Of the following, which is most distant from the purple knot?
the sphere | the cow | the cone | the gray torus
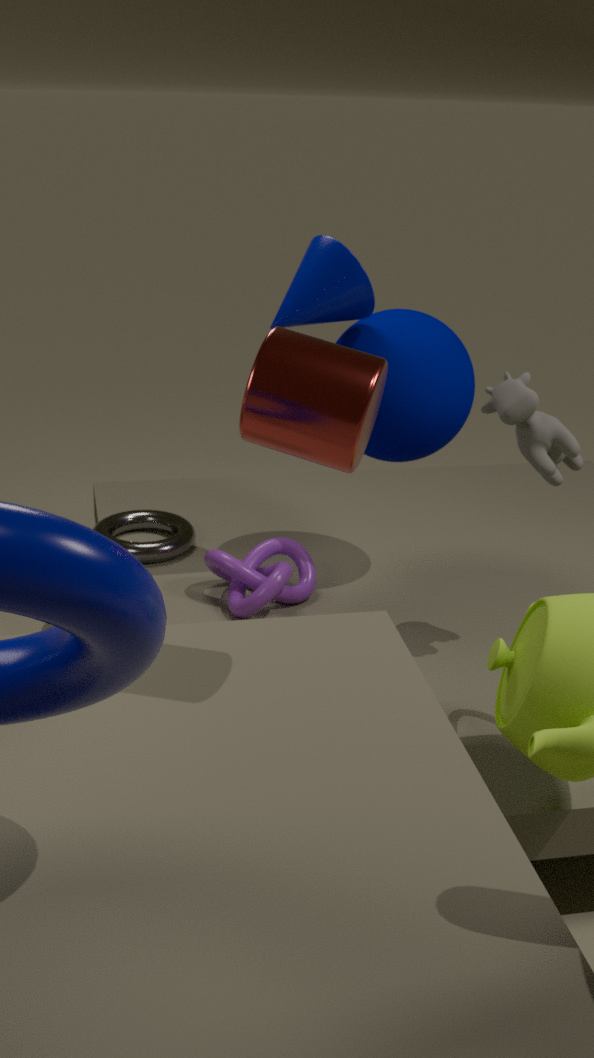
the cow
